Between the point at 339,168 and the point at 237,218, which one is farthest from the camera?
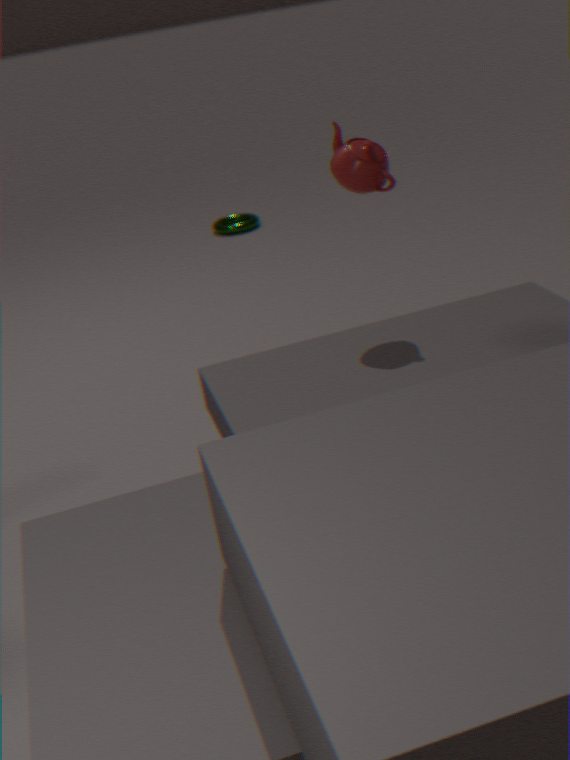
the point at 237,218
